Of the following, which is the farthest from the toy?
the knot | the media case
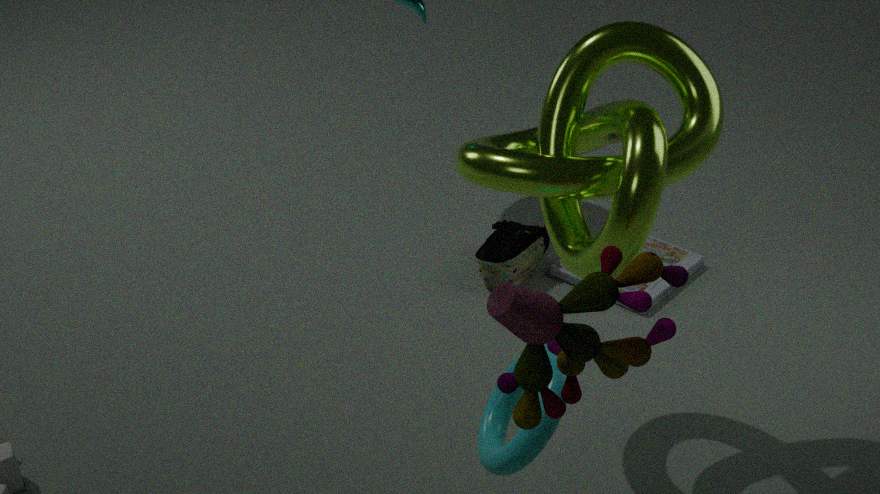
the media case
